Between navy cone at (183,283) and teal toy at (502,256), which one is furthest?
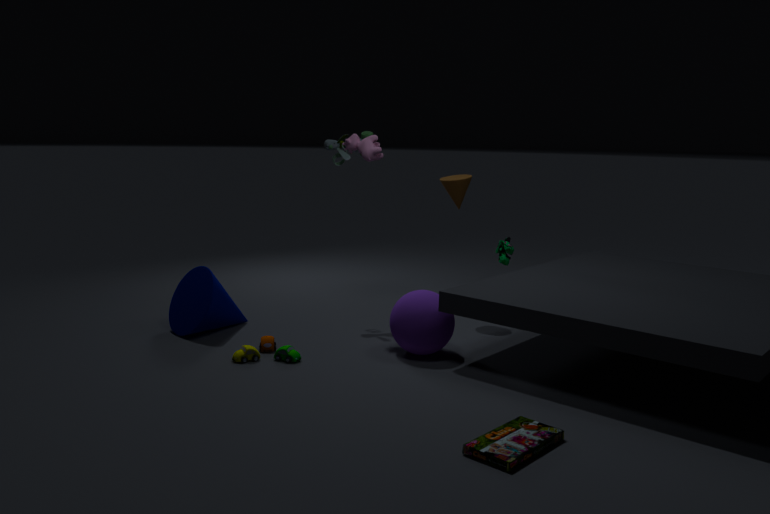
teal toy at (502,256)
